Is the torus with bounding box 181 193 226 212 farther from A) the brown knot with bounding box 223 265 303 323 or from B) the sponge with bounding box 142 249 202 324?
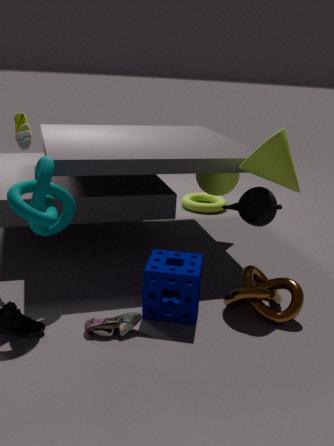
B) the sponge with bounding box 142 249 202 324
